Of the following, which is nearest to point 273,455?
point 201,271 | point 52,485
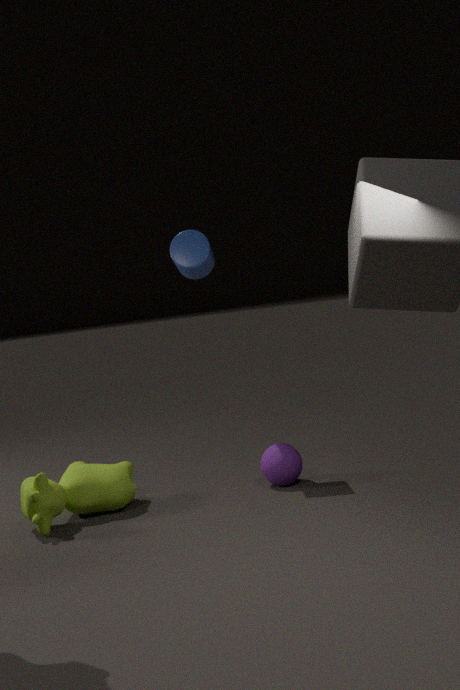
point 52,485
